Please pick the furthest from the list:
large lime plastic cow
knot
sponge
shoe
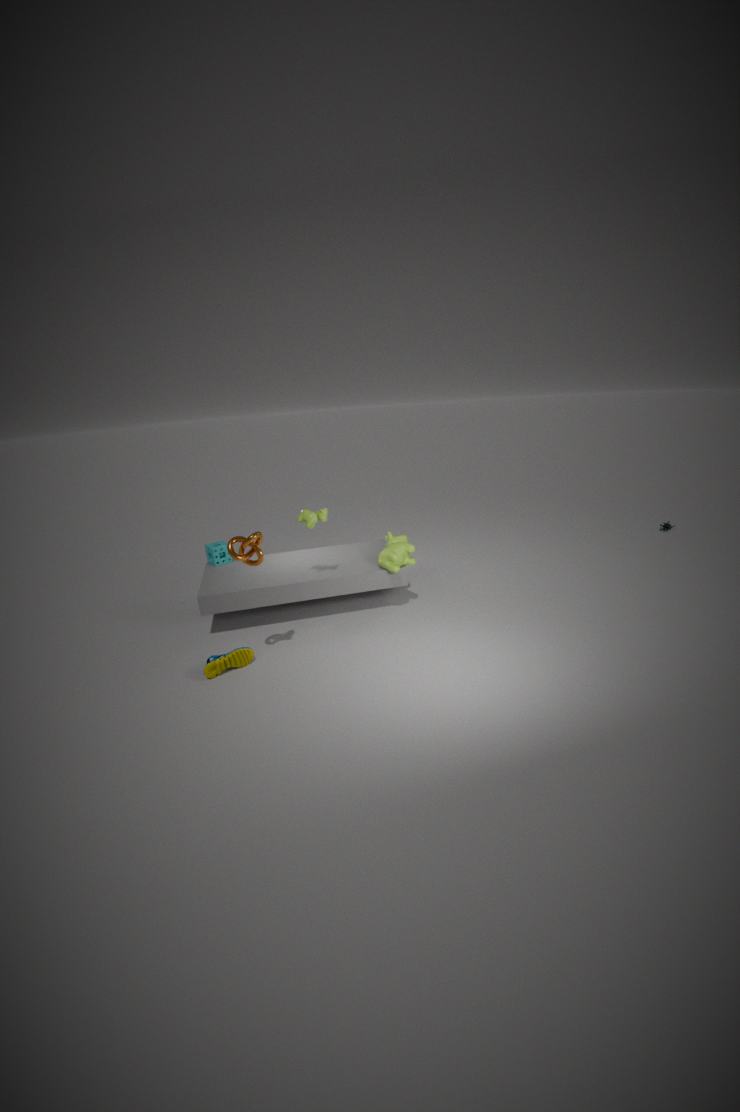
sponge
